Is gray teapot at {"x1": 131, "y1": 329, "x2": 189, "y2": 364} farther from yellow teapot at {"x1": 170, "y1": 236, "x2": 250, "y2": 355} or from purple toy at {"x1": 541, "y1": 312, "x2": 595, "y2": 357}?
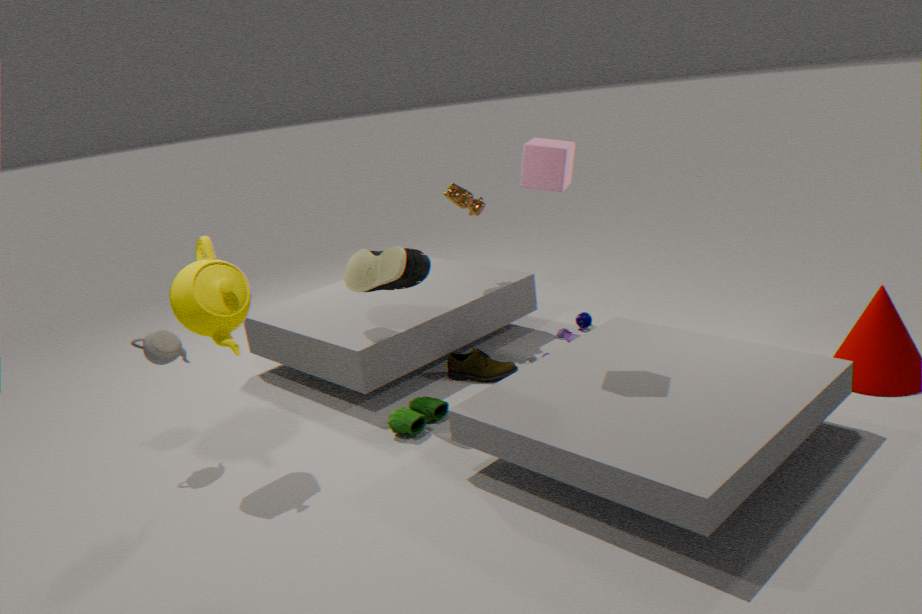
purple toy at {"x1": 541, "y1": 312, "x2": 595, "y2": 357}
